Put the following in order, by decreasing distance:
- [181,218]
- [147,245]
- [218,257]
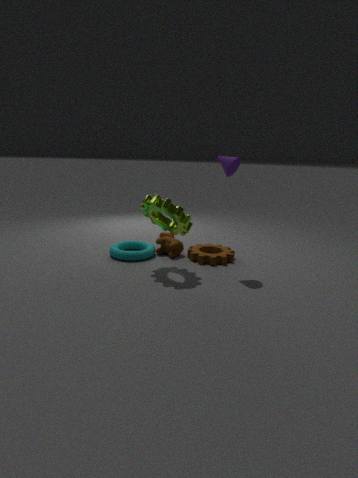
[147,245] → [218,257] → [181,218]
